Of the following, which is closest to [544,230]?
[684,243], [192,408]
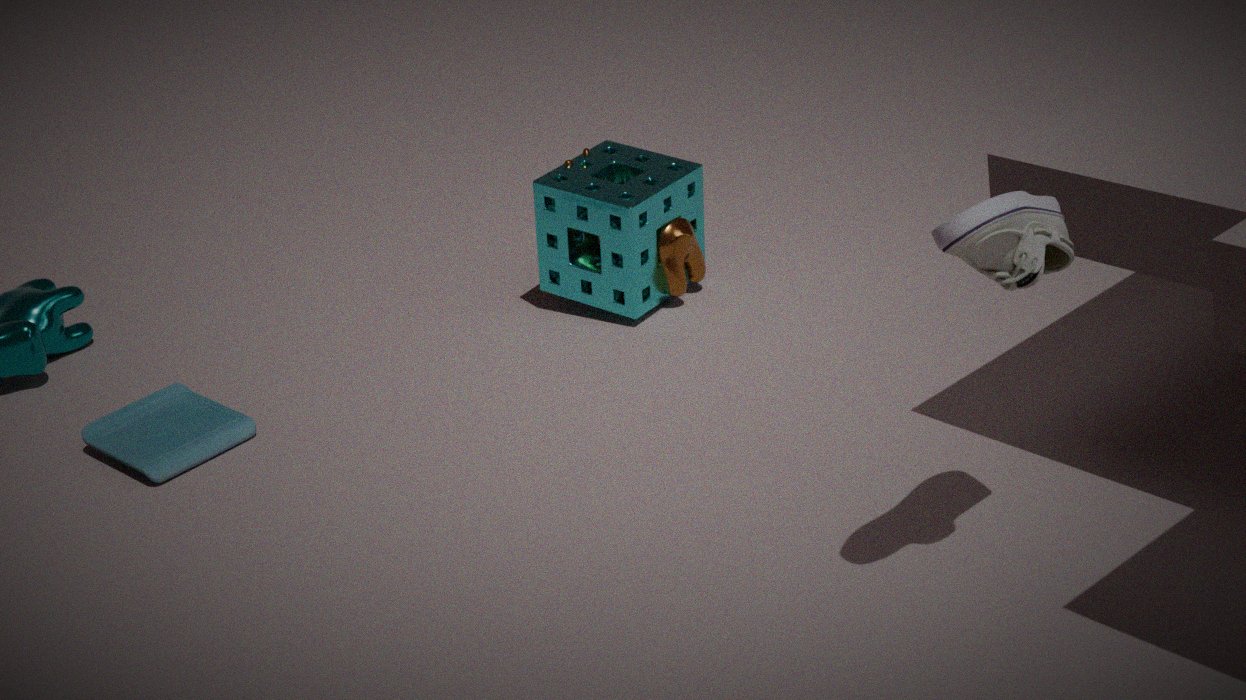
[684,243]
